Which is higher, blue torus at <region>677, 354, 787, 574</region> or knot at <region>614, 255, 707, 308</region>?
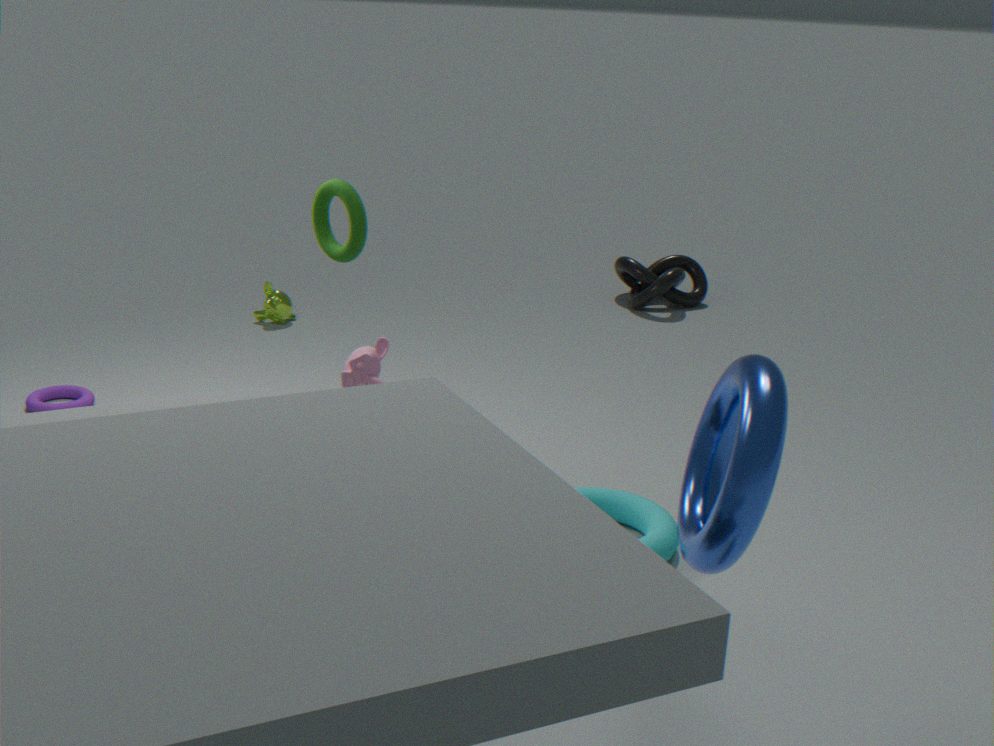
blue torus at <region>677, 354, 787, 574</region>
